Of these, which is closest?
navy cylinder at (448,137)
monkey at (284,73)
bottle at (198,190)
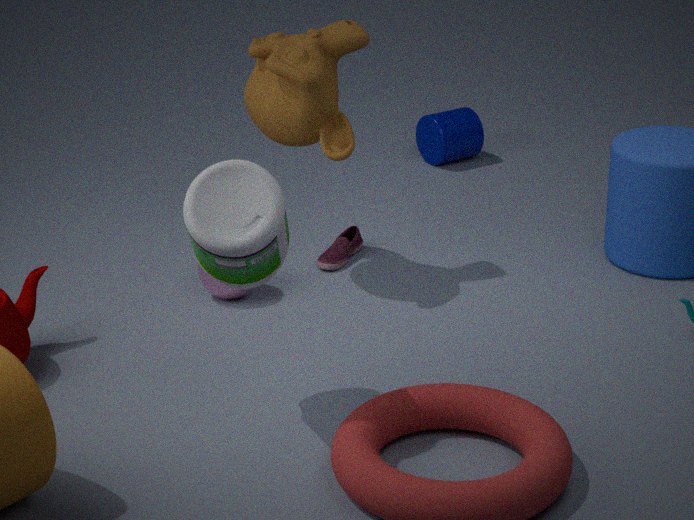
bottle at (198,190)
